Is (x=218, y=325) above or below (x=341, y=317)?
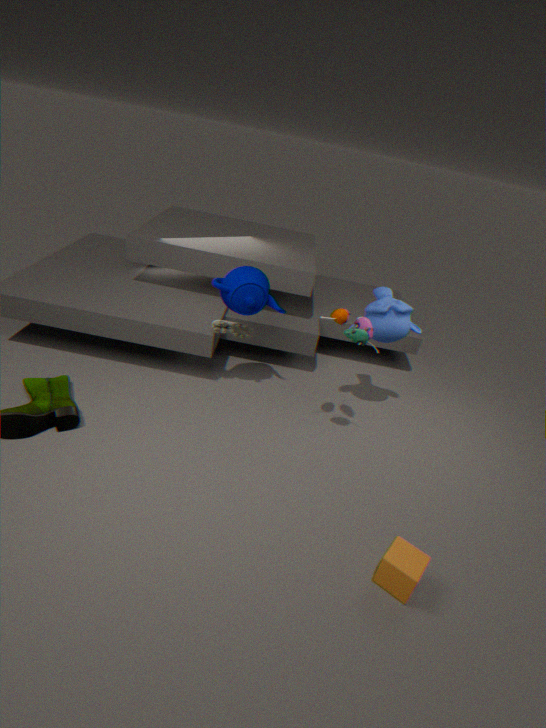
below
